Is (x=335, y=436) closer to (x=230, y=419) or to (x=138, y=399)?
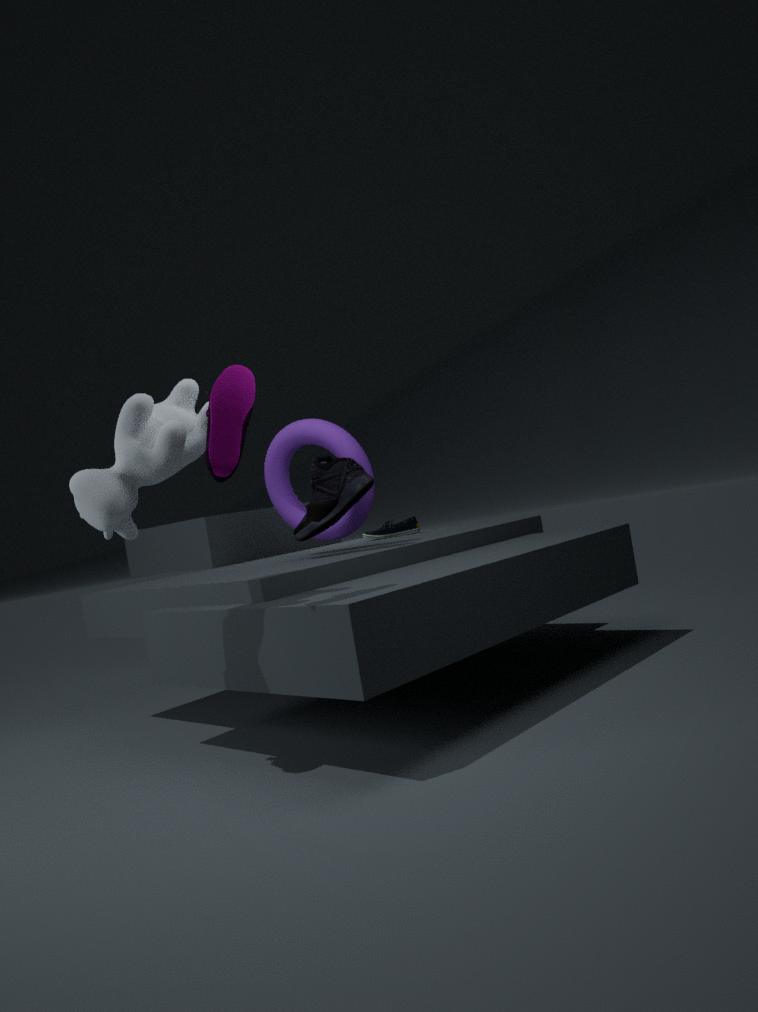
(x=138, y=399)
